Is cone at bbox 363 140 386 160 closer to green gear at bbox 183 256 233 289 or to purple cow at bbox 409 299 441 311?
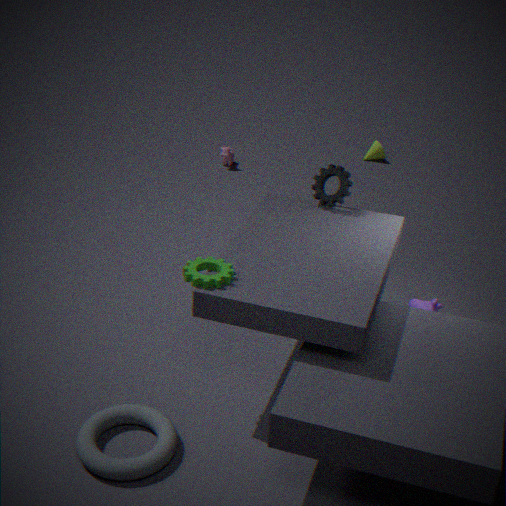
purple cow at bbox 409 299 441 311
